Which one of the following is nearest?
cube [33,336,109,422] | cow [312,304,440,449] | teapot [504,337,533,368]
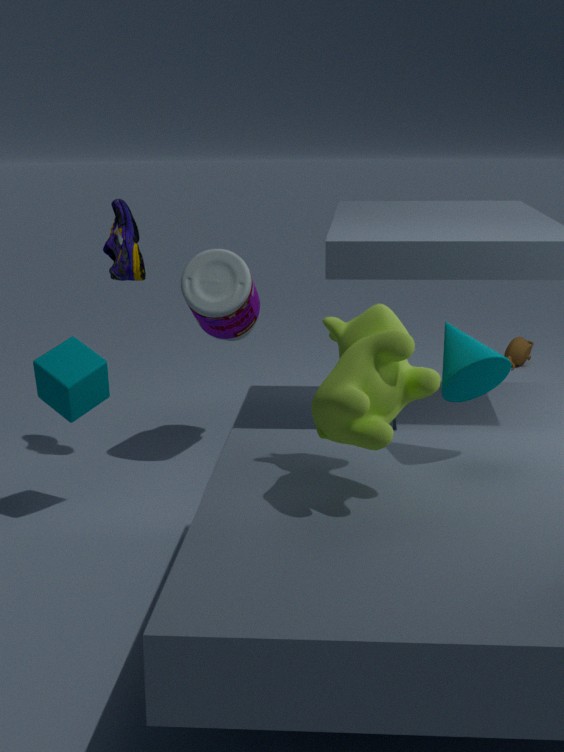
cow [312,304,440,449]
